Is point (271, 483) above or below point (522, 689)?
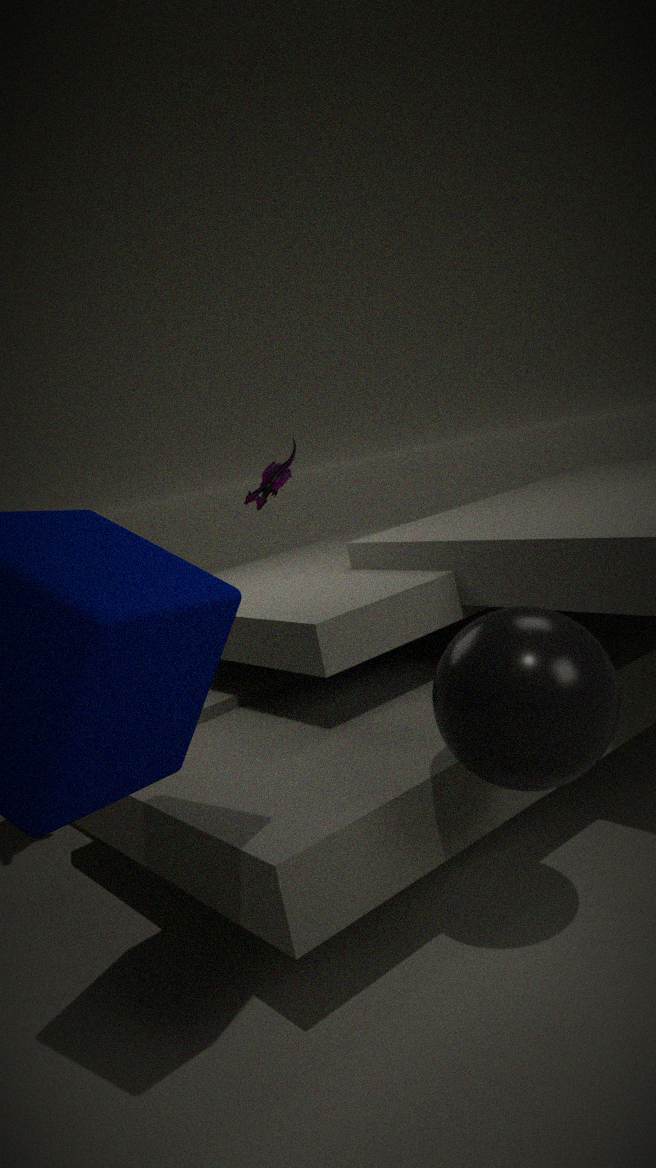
above
